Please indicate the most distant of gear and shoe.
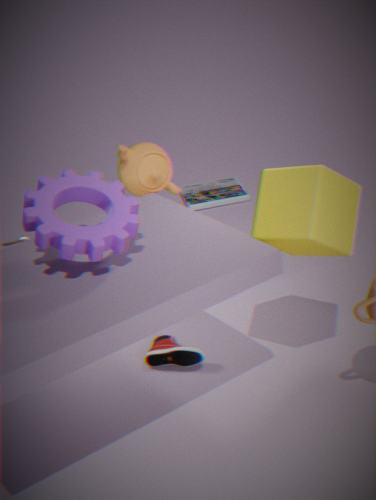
shoe
